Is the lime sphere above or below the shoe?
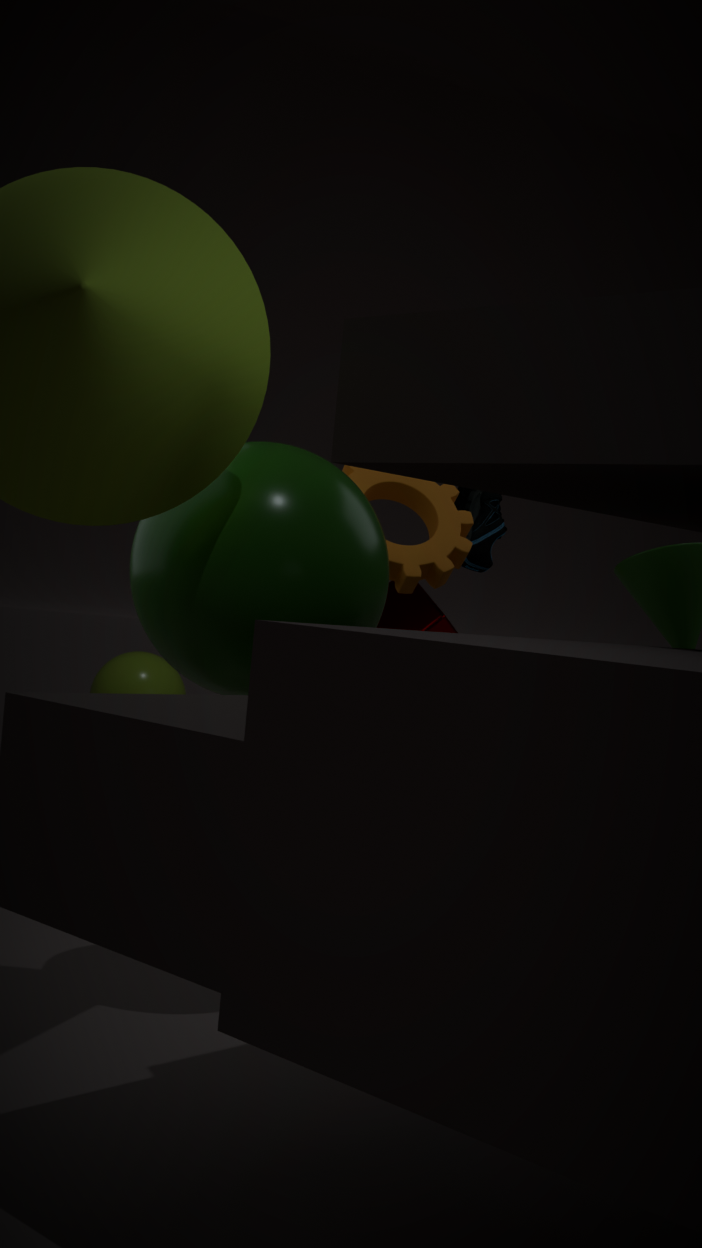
below
